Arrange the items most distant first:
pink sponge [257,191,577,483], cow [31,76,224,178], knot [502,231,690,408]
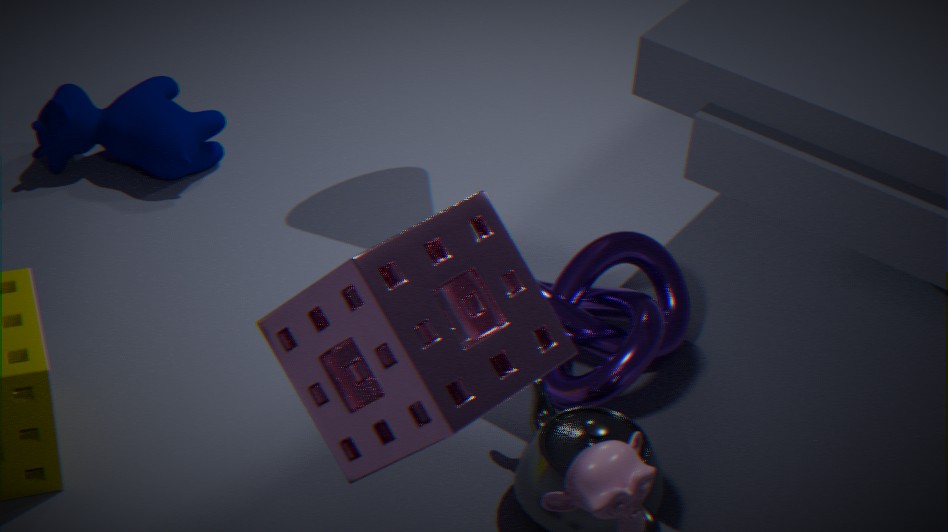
cow [31,76,224,178]
knot [502,231,690,408]
pink sponge [257,191,577,483]
